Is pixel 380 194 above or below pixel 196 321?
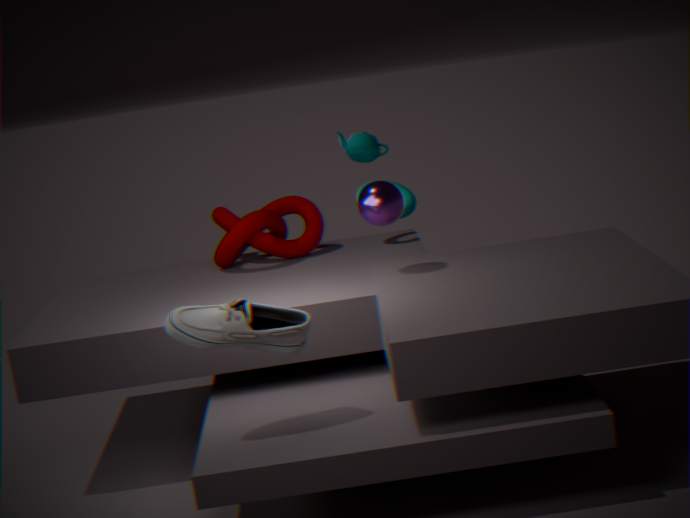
above
